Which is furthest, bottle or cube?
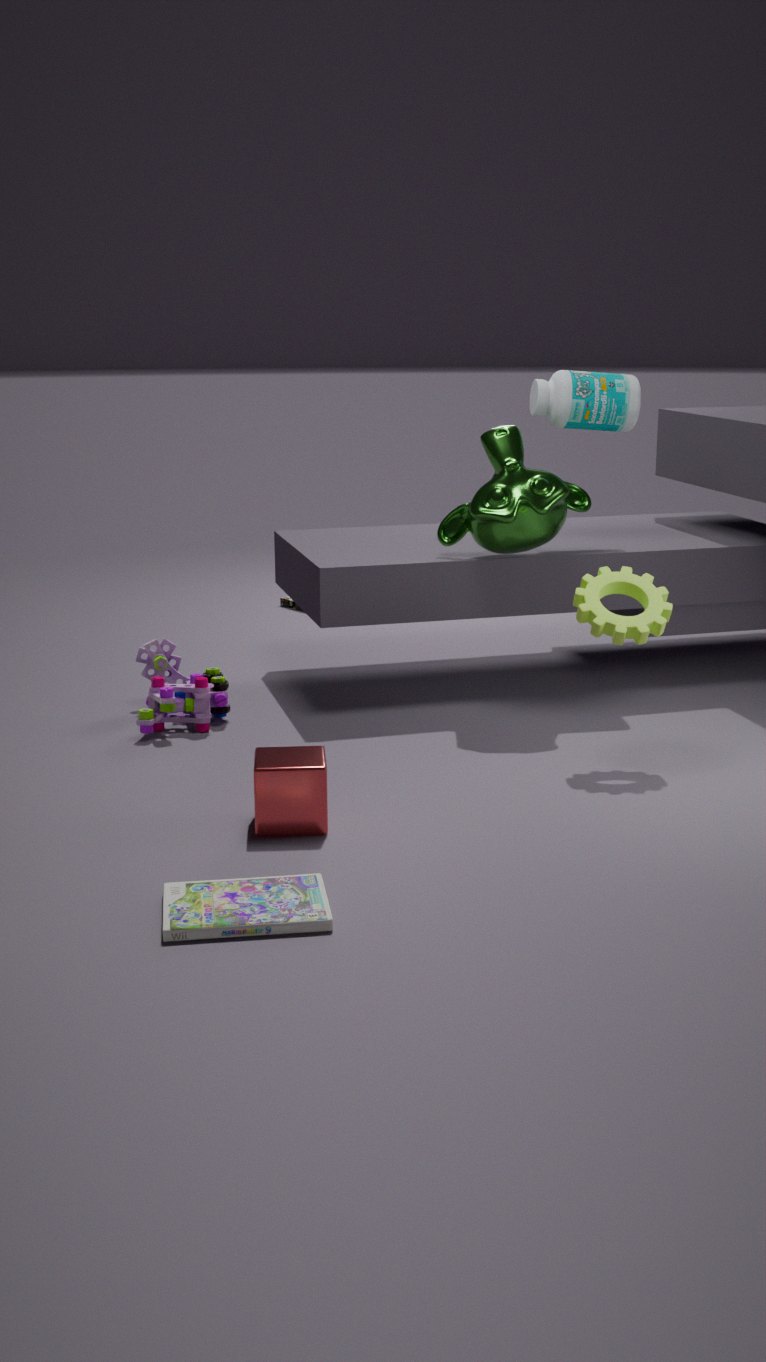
bottle
